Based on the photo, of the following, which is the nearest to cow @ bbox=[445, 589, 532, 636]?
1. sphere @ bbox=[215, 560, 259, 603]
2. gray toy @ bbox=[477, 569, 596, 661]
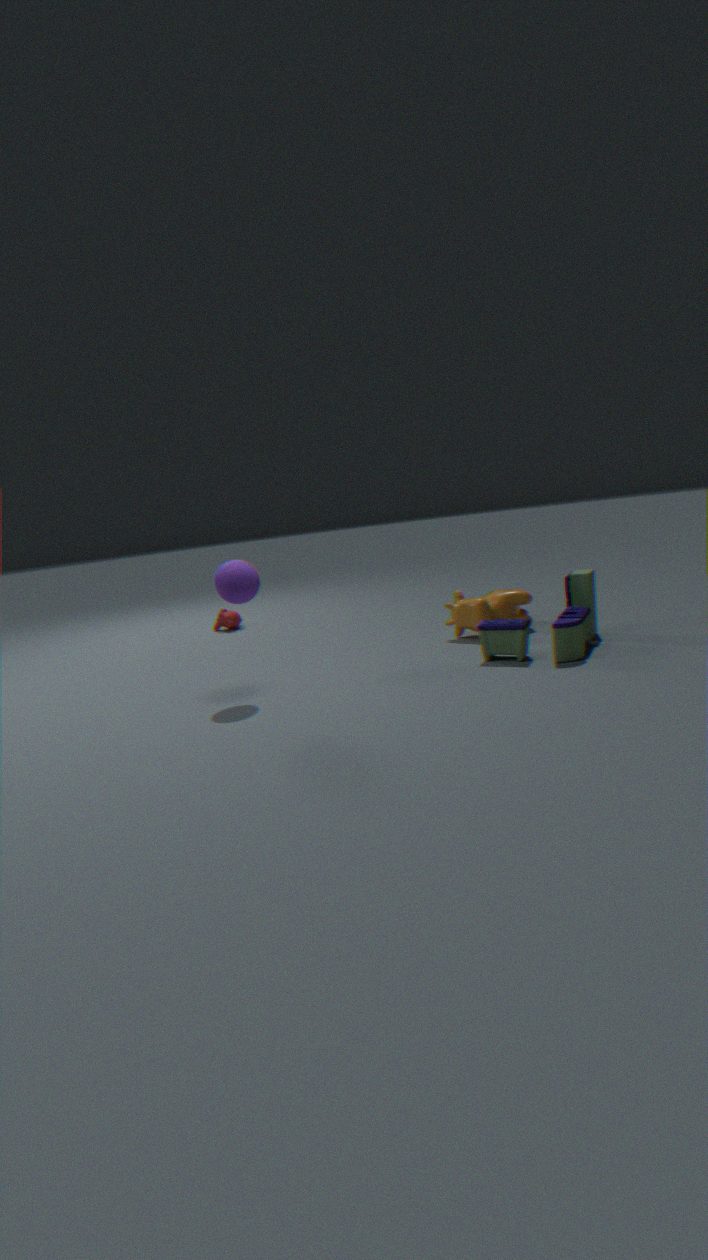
gray toy @ bbox=[477, 569, 596, 661]
